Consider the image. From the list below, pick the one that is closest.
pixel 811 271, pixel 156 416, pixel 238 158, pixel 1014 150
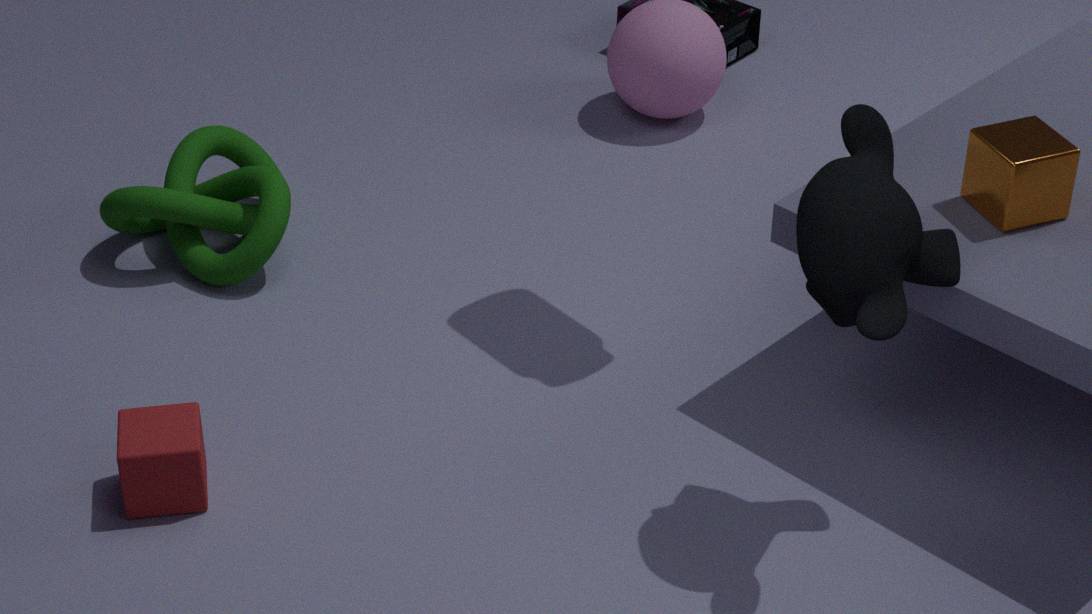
pixel 811 271
